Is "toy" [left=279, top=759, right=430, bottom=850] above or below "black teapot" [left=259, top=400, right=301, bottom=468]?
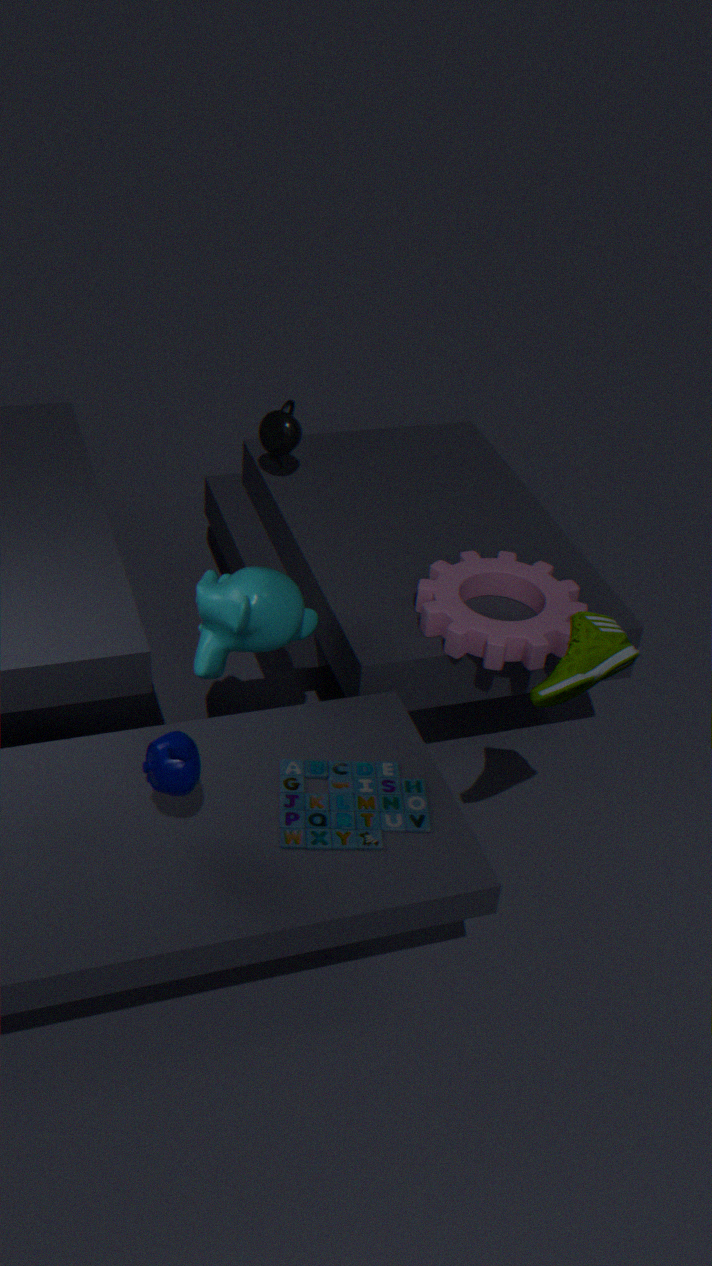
below
